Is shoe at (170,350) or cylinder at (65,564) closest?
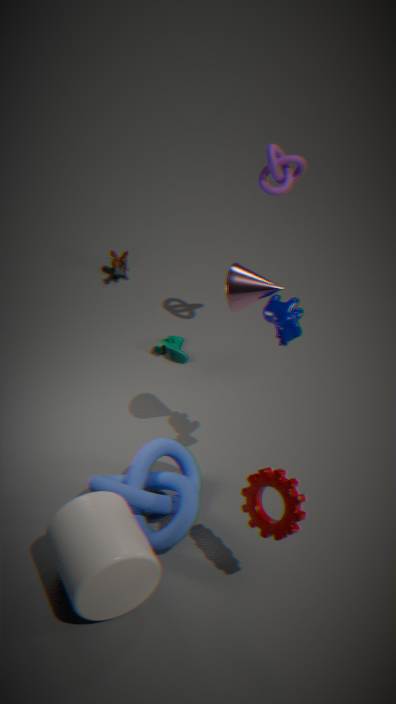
cylinder at (65,564)
